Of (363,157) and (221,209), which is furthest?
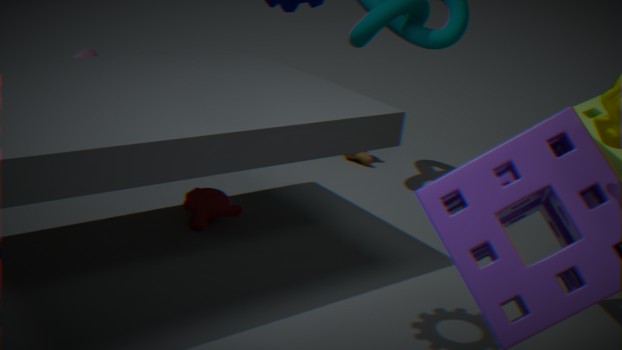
(363,157)
